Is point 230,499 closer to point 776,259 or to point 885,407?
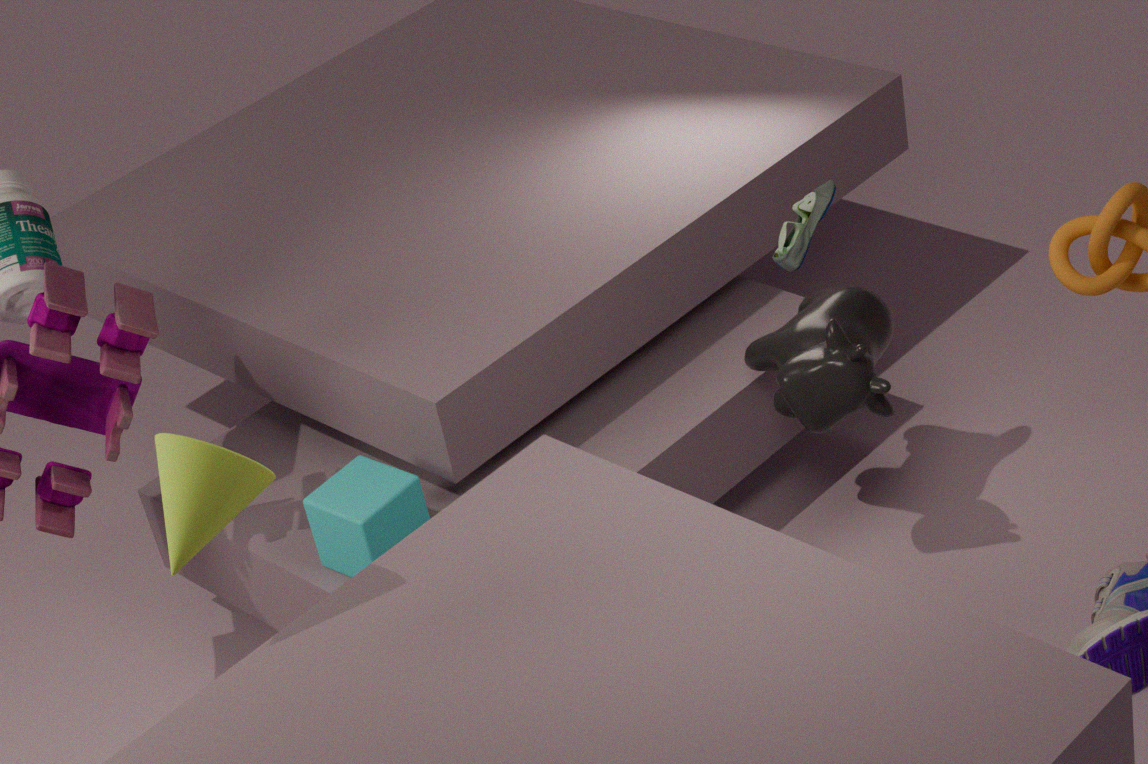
point 776,259
